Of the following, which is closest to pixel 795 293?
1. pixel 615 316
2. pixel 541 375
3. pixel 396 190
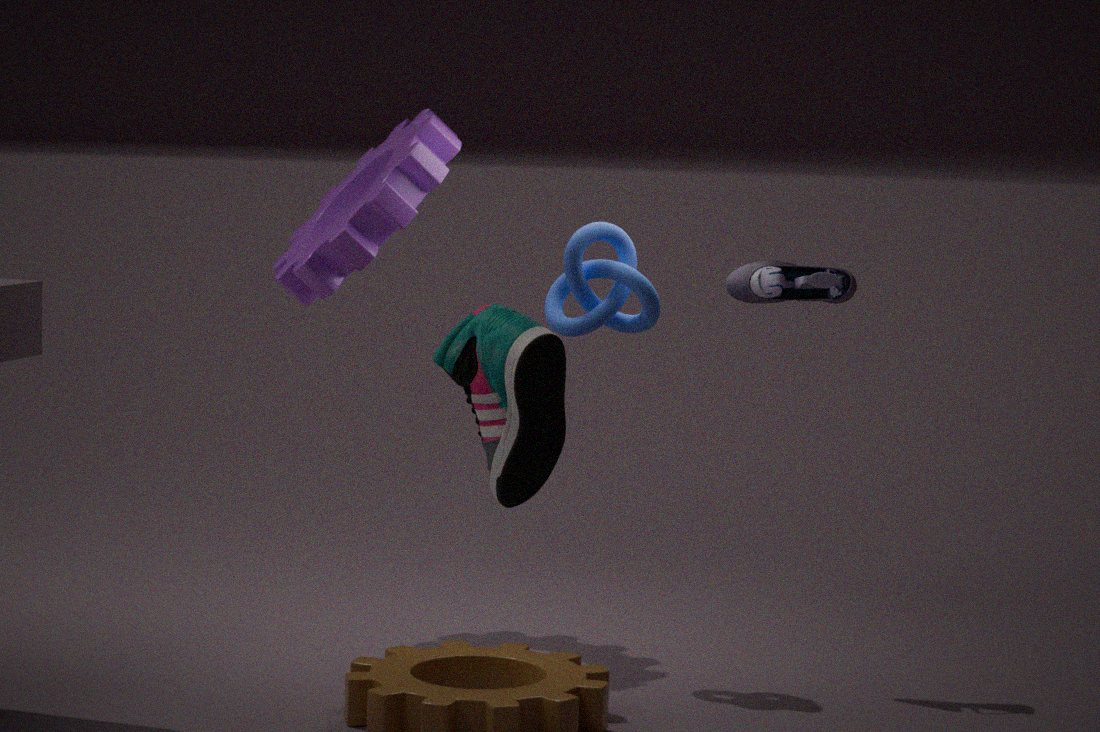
pixel 615 316
